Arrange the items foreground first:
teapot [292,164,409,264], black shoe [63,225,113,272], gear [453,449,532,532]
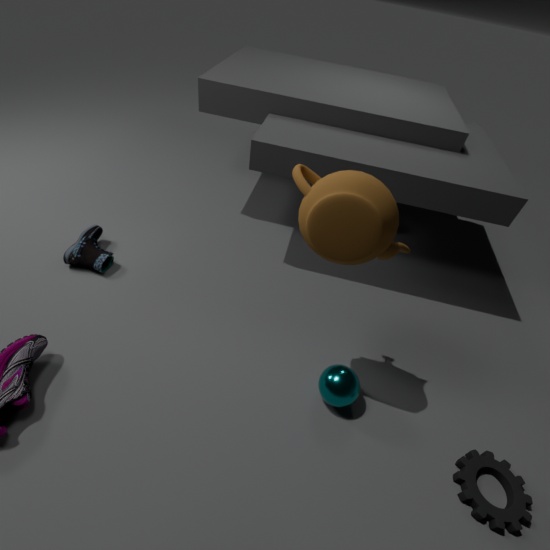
teapot [292,164,409,264] → gear [453,449,532,532] → black shoe [63,225,113,272]
